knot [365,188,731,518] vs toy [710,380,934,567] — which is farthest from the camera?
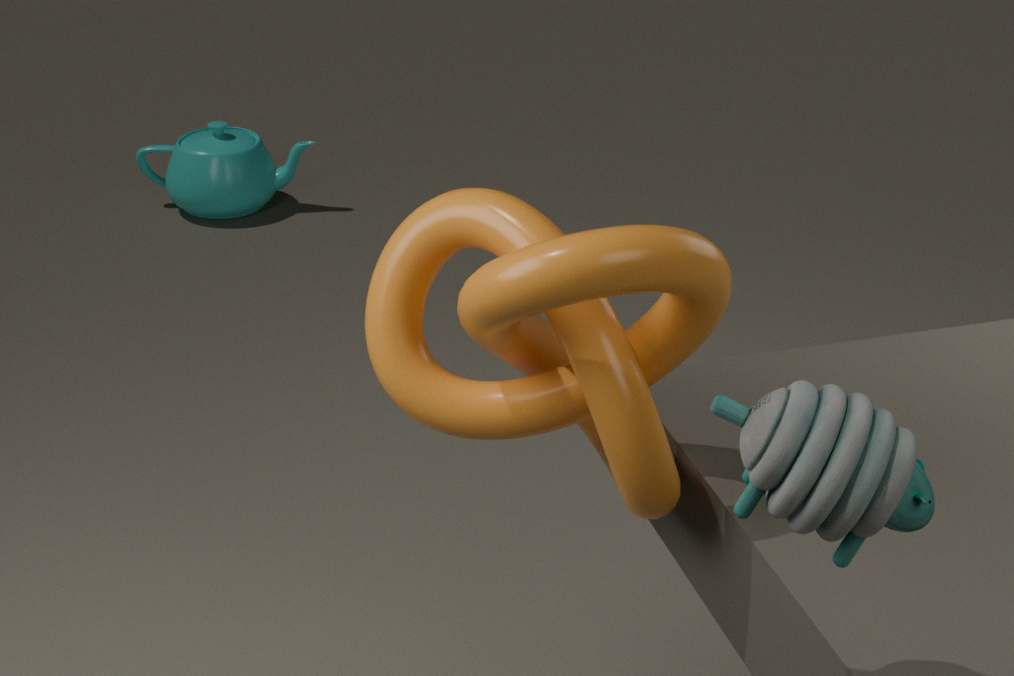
knot [365,188,731,518]
